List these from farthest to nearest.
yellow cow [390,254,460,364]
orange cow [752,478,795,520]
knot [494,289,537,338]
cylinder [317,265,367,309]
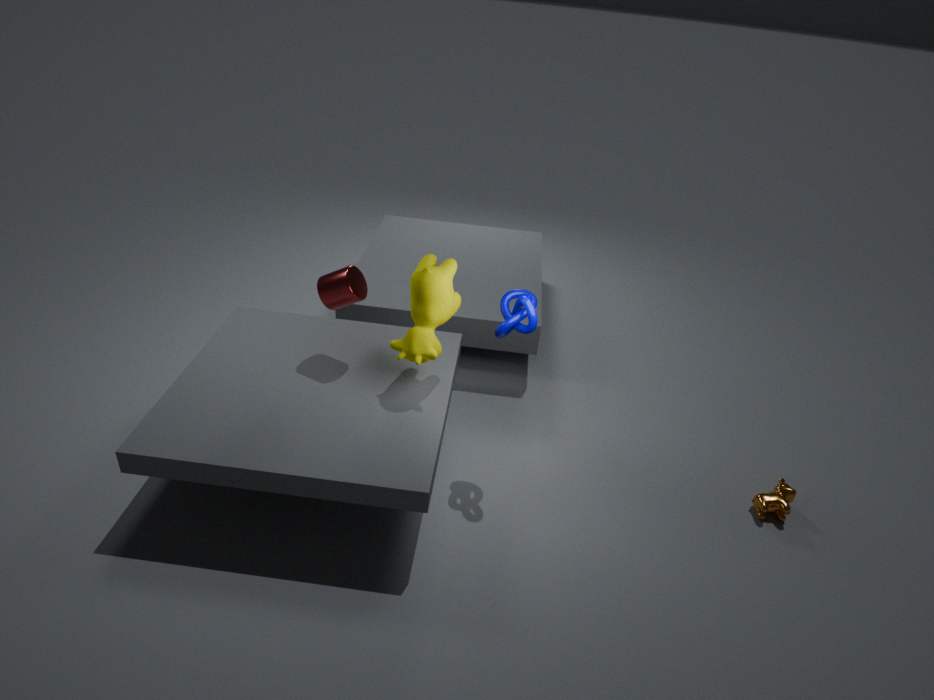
1. orange cow [752,478,795,520]
2. cylinder [317,265,367,309]
3. yellow cow [390,254,460,364]
4. knot [494,289,537,338]
